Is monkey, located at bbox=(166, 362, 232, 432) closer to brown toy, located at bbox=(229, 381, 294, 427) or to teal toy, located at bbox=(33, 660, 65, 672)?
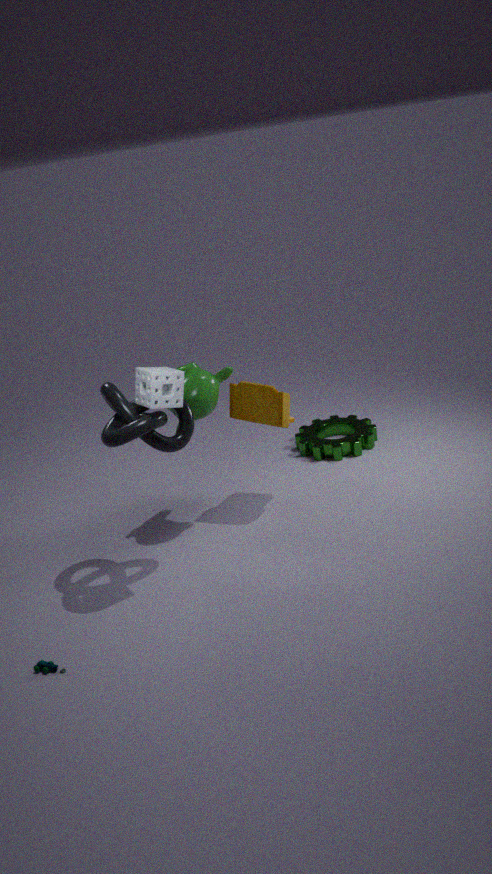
brown toy, located at bbox=(229, 381, 294, 427)
